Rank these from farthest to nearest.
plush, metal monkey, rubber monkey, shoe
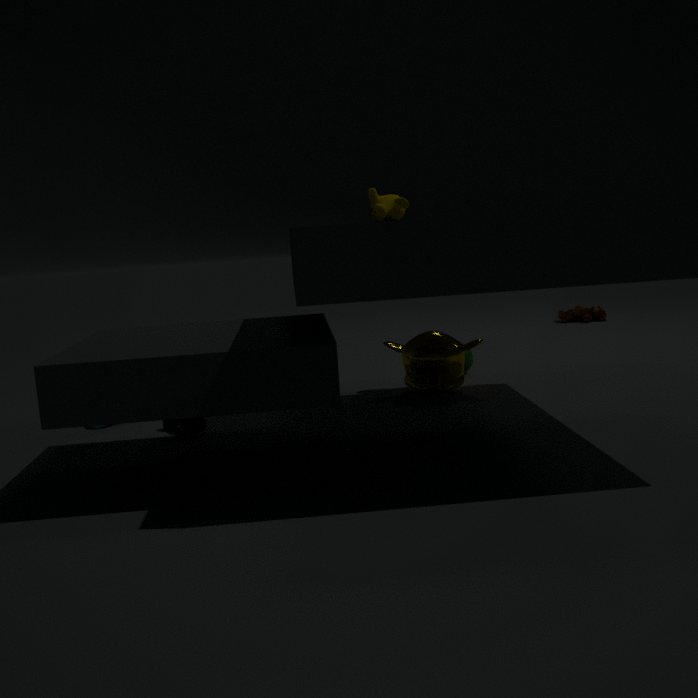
plush < metal monkey < rubber monkey < shoe
